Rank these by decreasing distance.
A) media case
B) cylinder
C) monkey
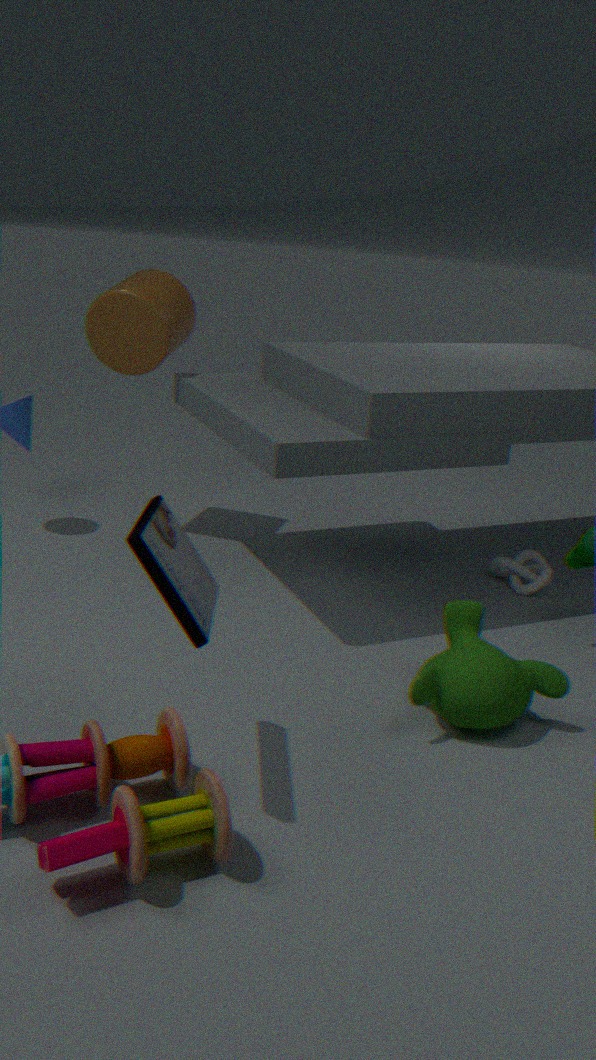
B. cylinder → C. monkey → A. media case
